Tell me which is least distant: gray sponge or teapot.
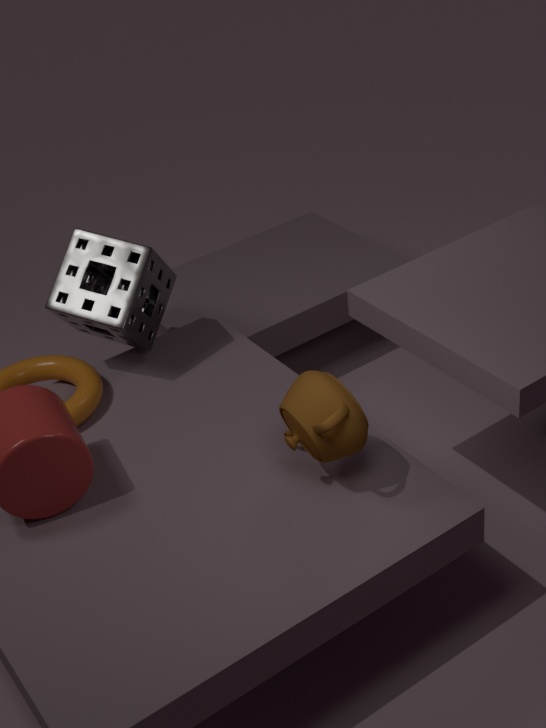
teapot
